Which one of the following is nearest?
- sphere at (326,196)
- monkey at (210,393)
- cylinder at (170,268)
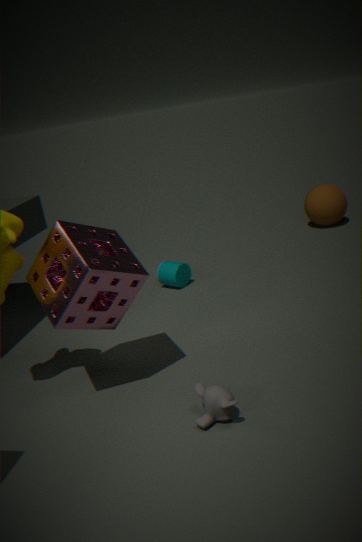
monkey at (210,393)
